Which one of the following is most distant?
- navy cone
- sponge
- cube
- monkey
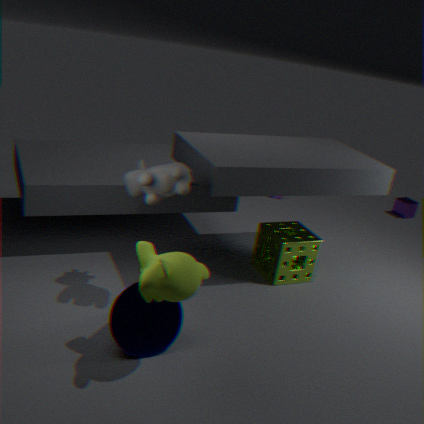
cube
